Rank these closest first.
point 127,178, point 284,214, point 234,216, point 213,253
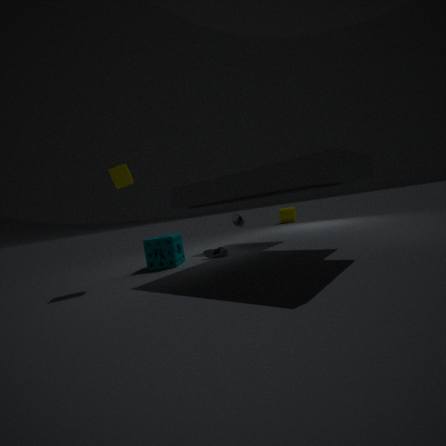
point 127,178 → point 213,253 → point 234,216 → point 284,214
